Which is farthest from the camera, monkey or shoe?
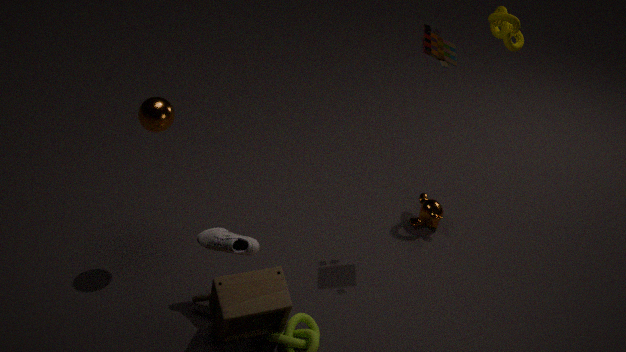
monkey
